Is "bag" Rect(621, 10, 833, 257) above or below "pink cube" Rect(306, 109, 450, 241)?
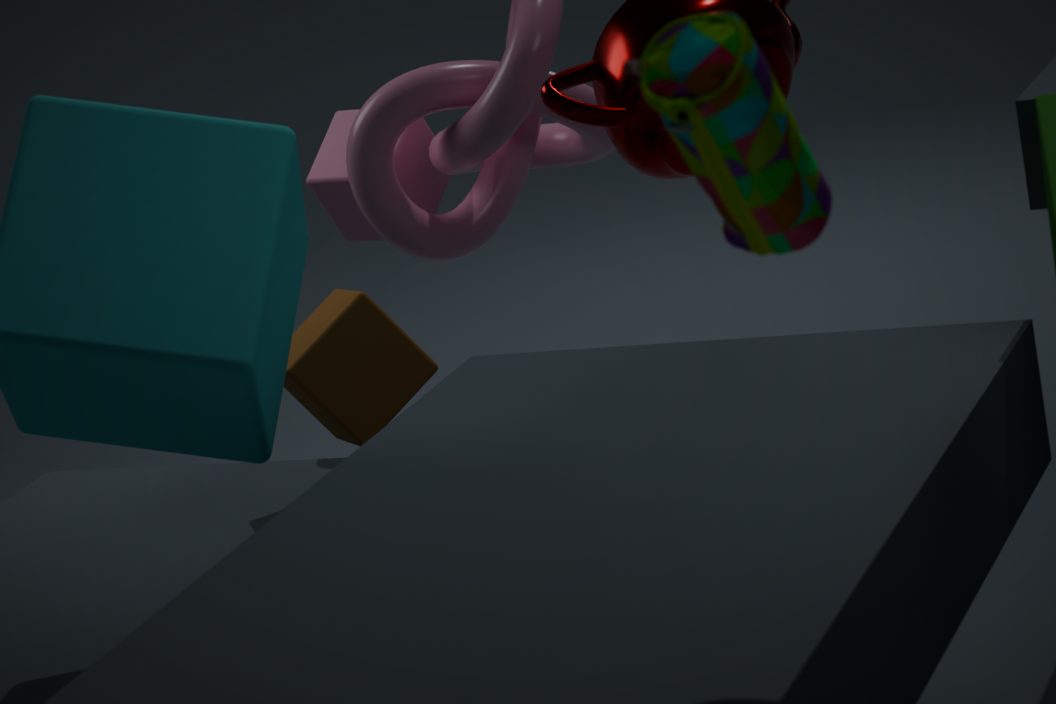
above
